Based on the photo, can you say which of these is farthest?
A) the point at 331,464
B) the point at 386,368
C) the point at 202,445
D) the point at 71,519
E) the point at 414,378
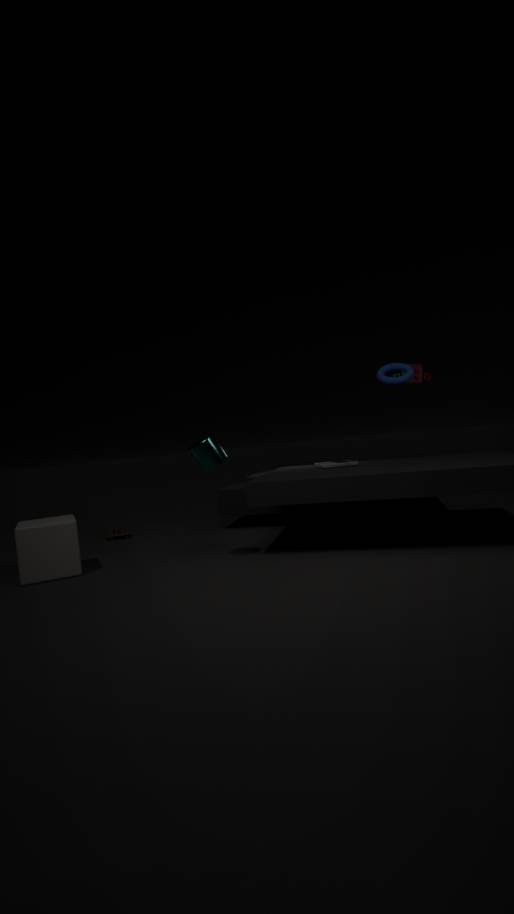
the point at 414,378
